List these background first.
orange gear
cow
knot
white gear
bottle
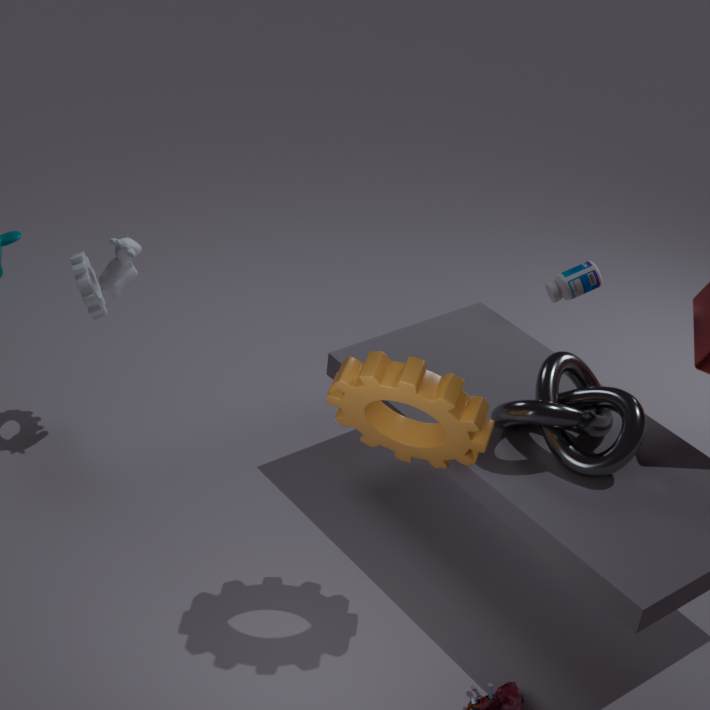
bottle < white gear < cow < knot < orange gear
